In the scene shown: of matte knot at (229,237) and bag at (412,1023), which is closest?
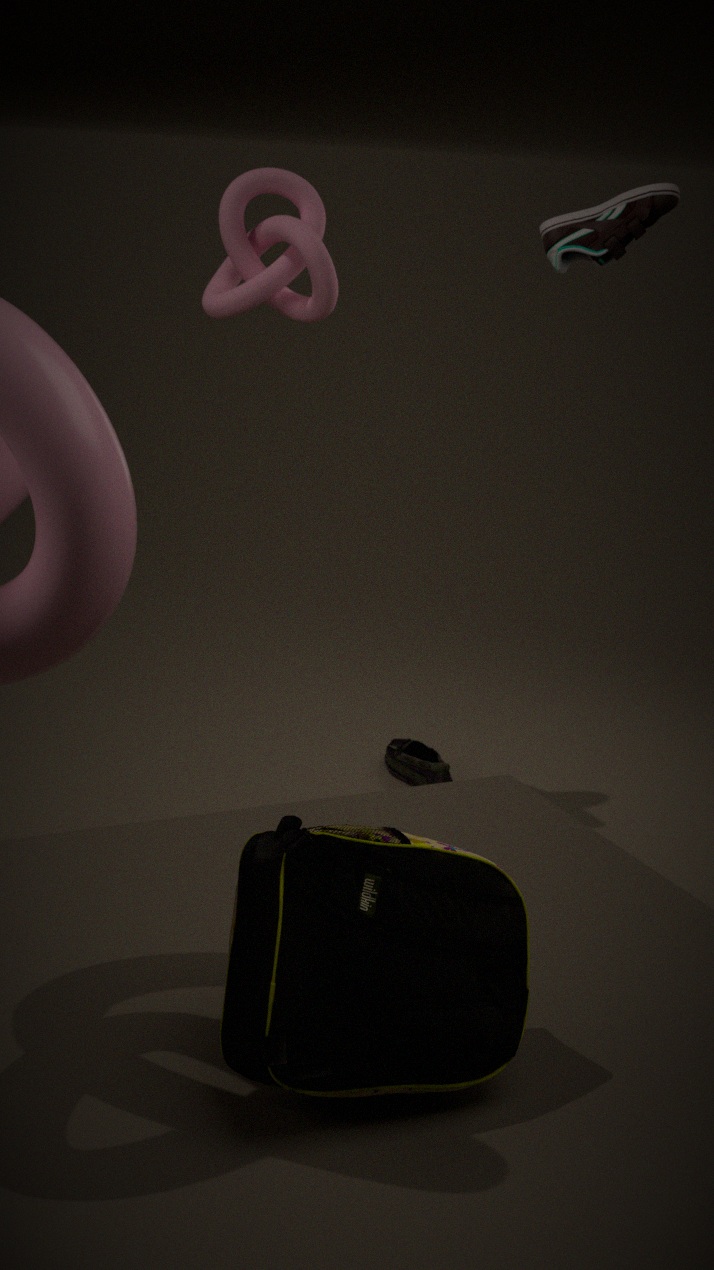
bag at (412,1023)
